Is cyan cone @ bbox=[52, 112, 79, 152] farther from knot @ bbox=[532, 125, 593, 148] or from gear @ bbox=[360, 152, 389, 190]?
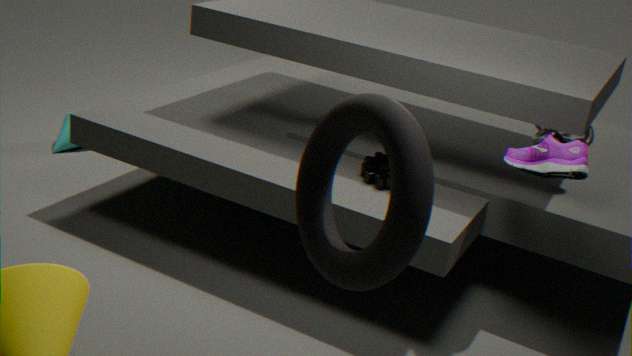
knot @ bbox=[532, 125, 593, 148]
